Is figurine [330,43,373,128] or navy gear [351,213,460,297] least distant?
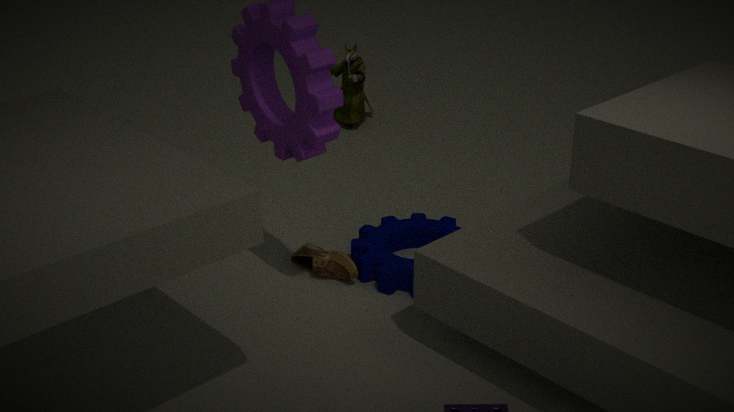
navy gear [351,213,460,297]
